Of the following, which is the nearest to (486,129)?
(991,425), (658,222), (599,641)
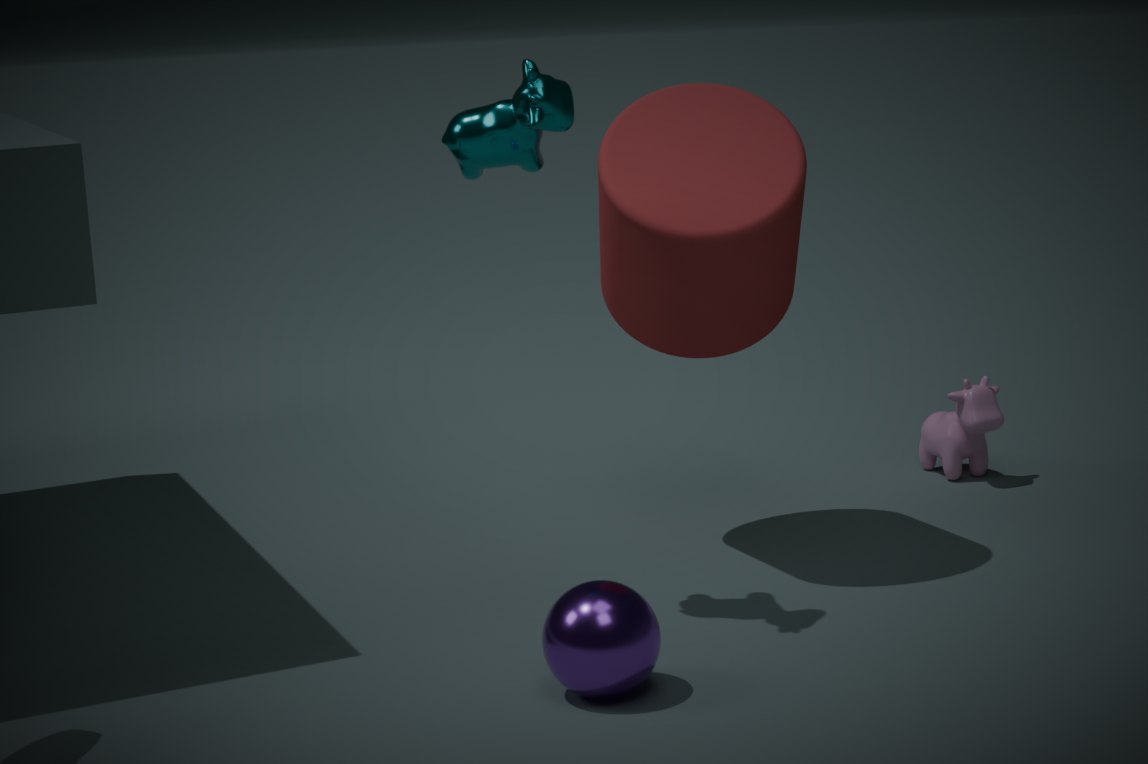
(658,222)
